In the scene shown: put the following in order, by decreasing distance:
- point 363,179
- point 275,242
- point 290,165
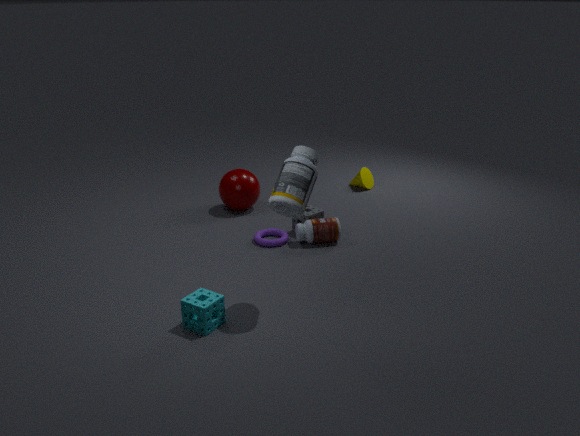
point 363,179, point 275,242, point 290,165
